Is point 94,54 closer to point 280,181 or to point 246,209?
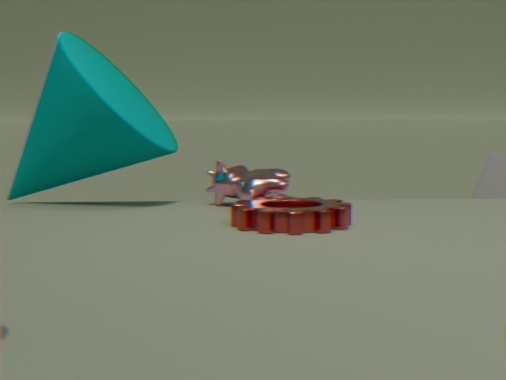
point 280,181
